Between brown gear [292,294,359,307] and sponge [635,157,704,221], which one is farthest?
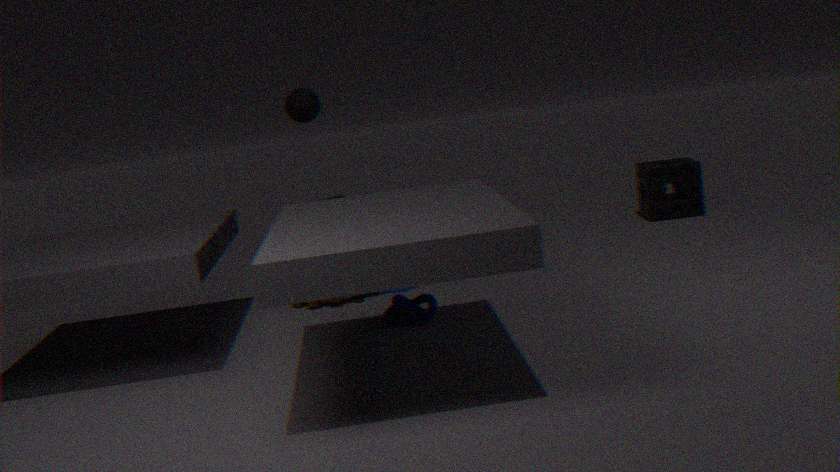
sponge [635,157,704,221]
